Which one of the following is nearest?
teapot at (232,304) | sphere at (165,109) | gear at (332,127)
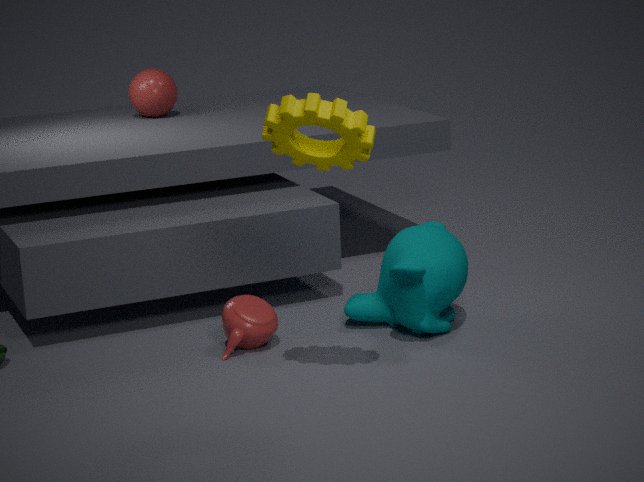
gear at (332,127)
